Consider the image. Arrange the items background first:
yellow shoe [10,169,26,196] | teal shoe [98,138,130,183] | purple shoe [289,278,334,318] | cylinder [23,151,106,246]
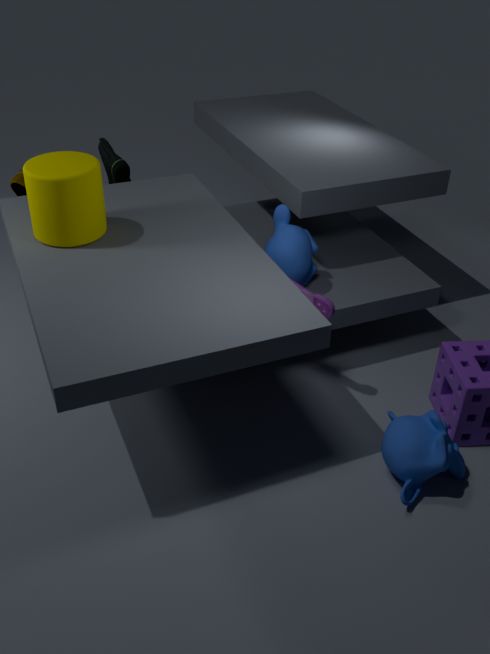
teal shoe [98,138,130,183]
yellow shoe [10,169,26,196]
purple shoe [289,278,334,318]
cylinder [23,151,106,246]
